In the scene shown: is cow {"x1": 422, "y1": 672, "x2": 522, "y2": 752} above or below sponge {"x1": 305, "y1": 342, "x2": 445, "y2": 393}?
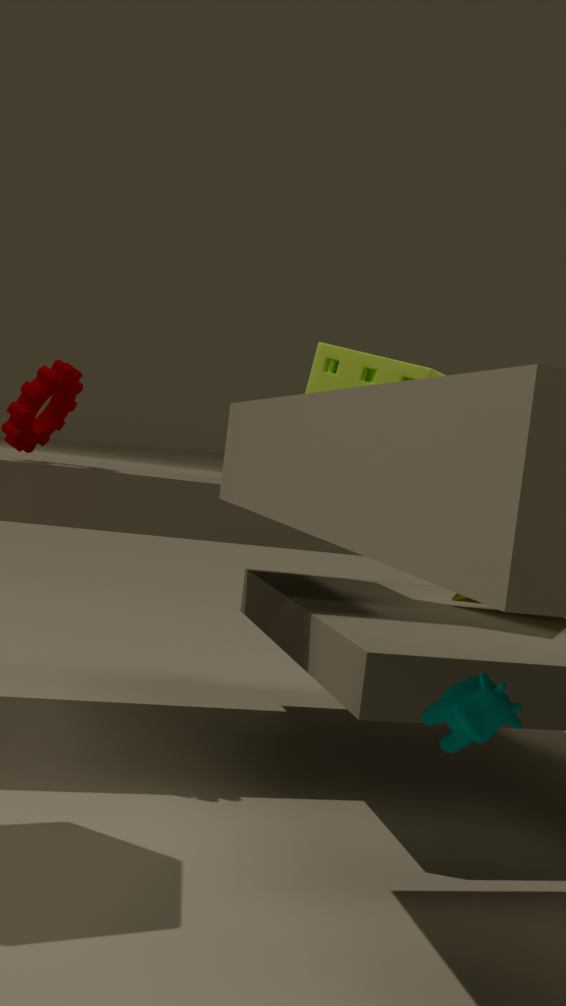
below
